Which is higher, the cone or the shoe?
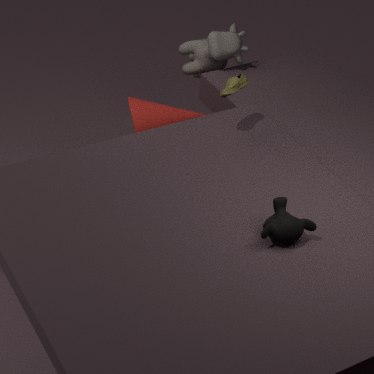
the shoe
